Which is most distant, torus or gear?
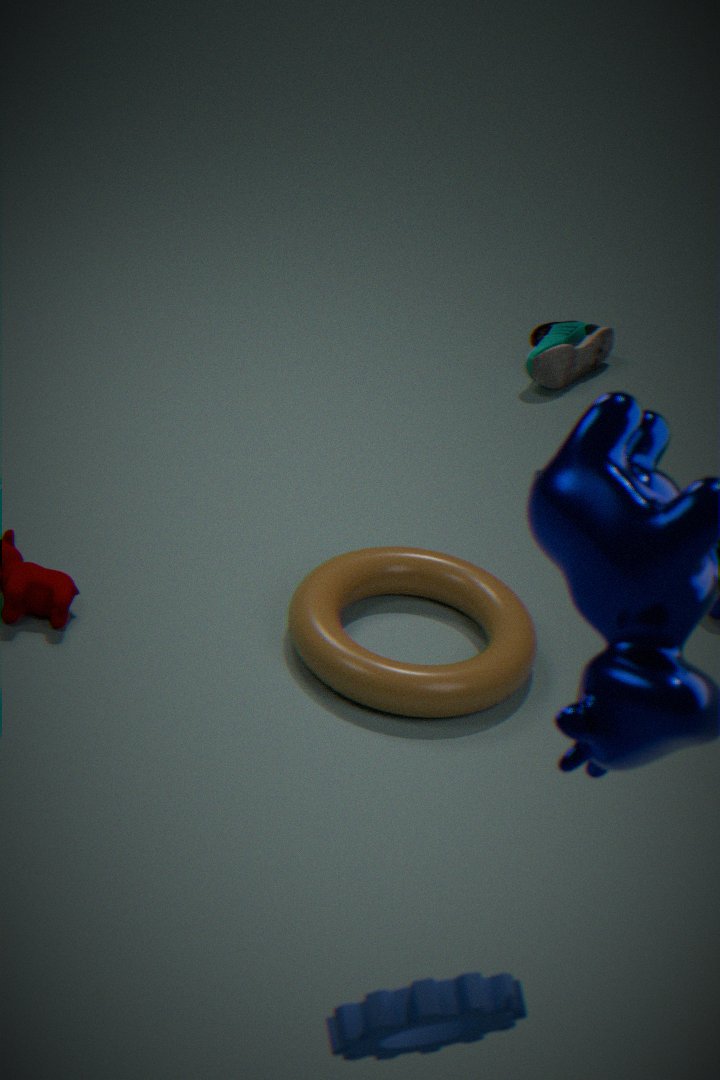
torus
